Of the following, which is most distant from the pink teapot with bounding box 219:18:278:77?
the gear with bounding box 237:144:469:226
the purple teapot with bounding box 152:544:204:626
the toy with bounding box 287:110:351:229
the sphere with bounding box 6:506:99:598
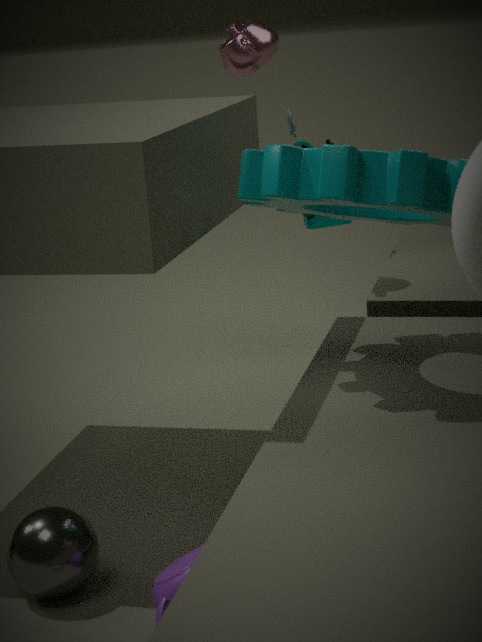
the purple teapot with bounding box 152:544:204:626
